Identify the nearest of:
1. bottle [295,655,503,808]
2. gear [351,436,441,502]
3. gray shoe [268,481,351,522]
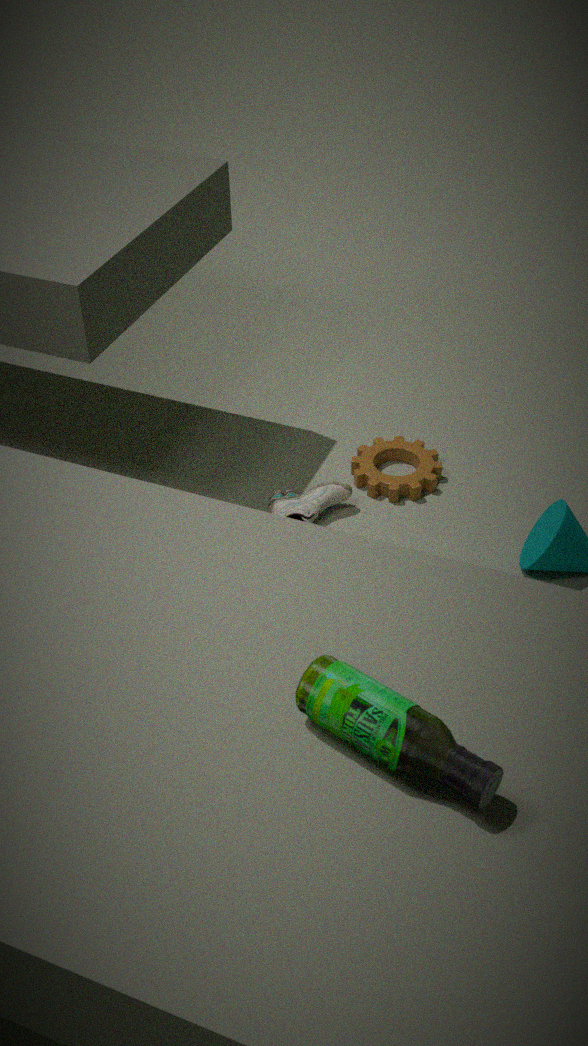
bottle [295,655,503,808]
